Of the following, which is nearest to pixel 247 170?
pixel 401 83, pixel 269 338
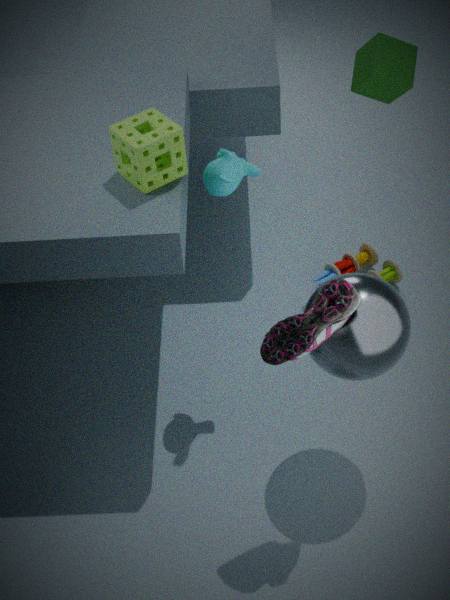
pixel 269 338
